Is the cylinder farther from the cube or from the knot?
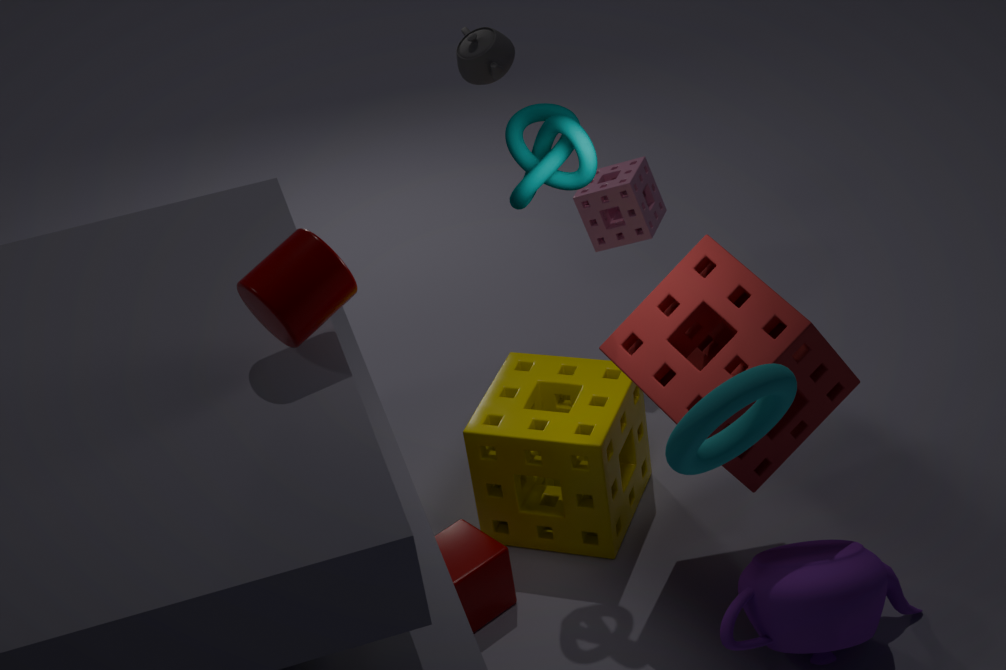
the cube
